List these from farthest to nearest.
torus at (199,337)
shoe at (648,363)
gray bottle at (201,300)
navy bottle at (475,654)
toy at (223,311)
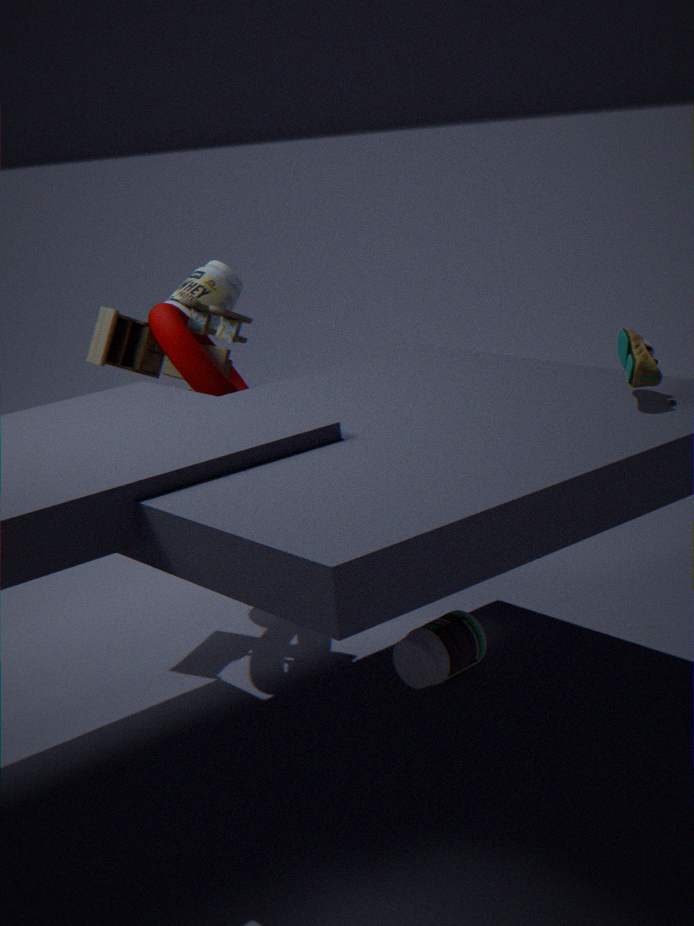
gray bottle at (201,300) → toy at (223,311) → torus at (199,337) → navy bottle at (475,654) → shoe at (648,363)
